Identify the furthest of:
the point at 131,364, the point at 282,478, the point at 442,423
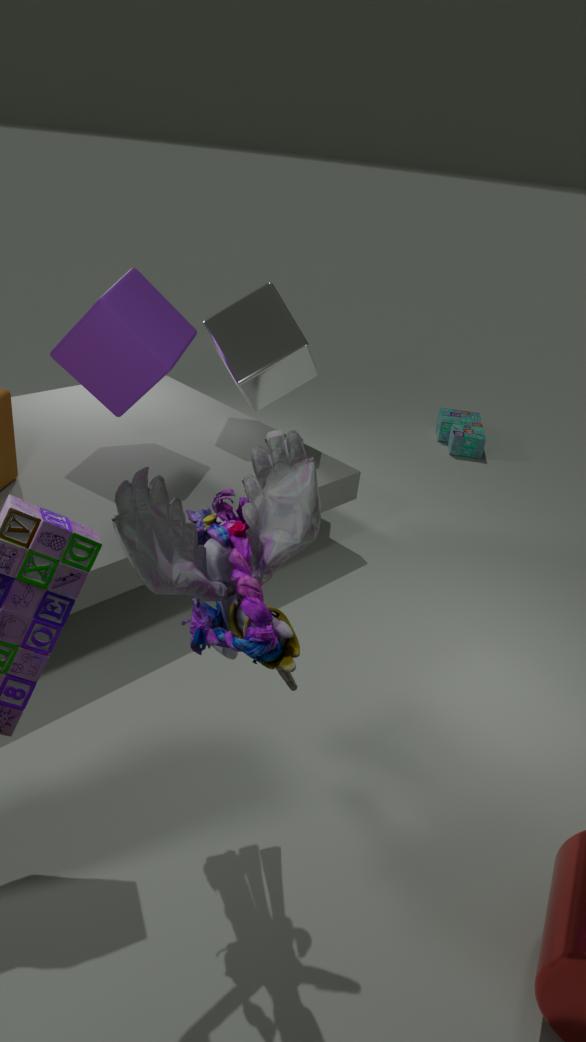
the point at 442,423
